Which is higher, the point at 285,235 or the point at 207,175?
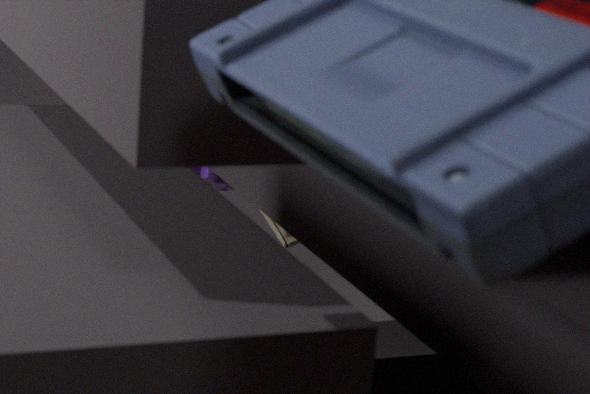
the point at 285,235
